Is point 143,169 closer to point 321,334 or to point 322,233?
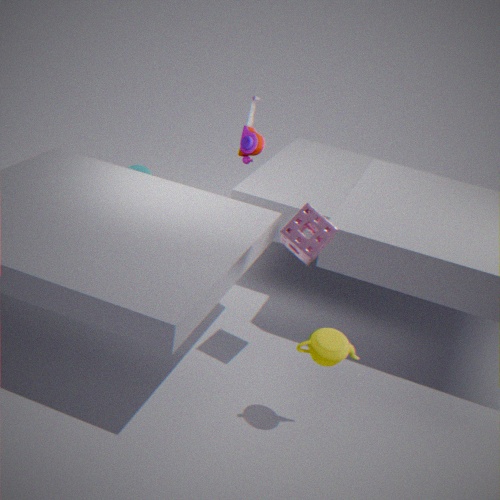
point 322,233
